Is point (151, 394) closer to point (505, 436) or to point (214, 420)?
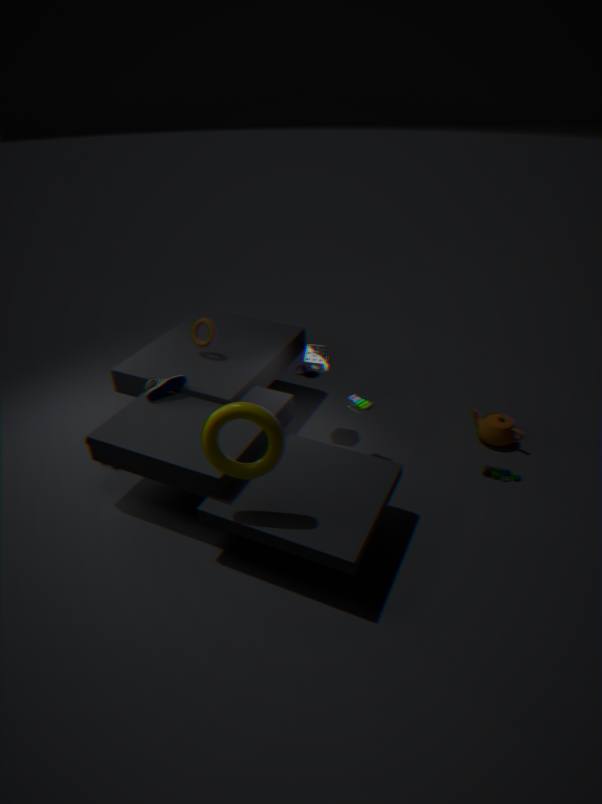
point (214, 420)
